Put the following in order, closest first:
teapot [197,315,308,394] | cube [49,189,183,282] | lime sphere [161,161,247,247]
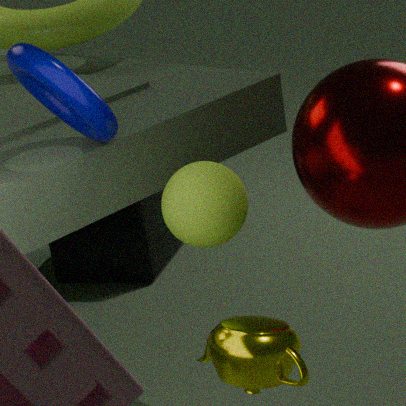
teapot [197,315,308,394]
lime sphere [161,161,247,247]
cube [49,189,183,282]
